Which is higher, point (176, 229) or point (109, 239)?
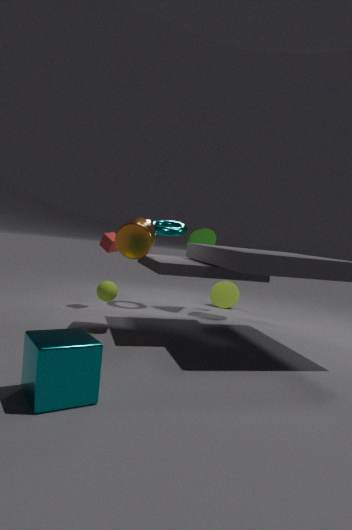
point (176, 229)
